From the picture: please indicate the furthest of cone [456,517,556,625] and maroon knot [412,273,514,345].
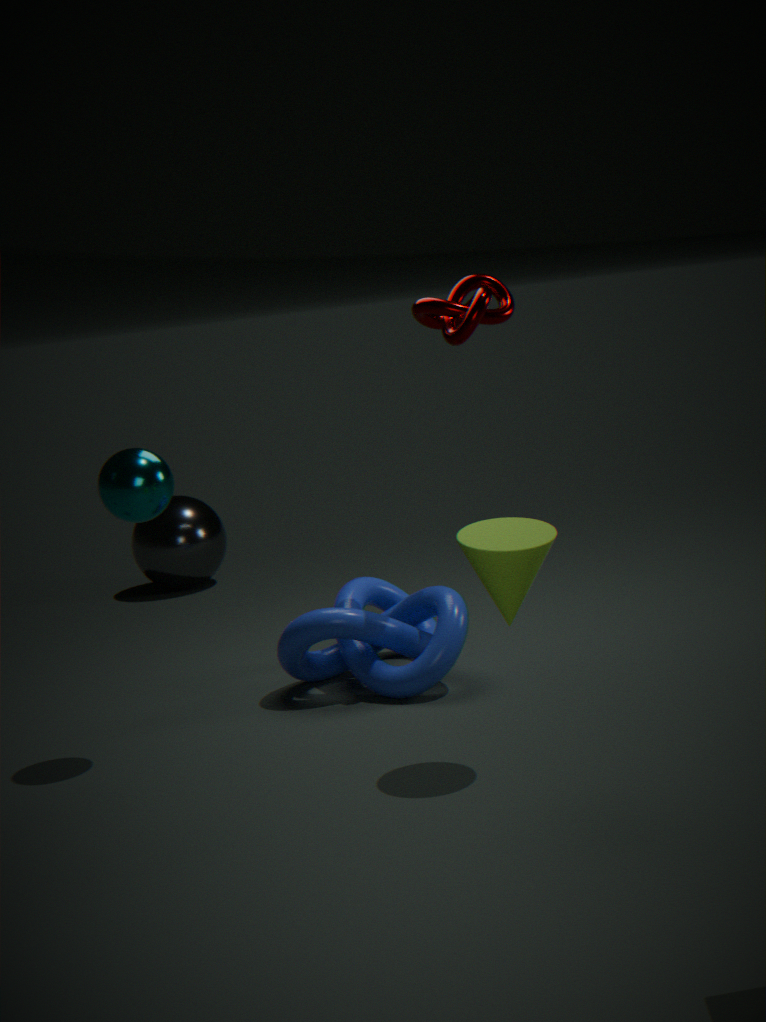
maroon knot [412,273,514,345]
